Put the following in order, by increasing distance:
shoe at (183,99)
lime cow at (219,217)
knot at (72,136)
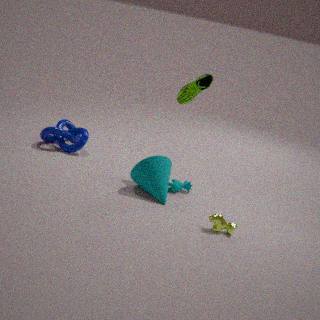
lime cow at (219,217) → shoe at (183,99) → knot at (72,136)
